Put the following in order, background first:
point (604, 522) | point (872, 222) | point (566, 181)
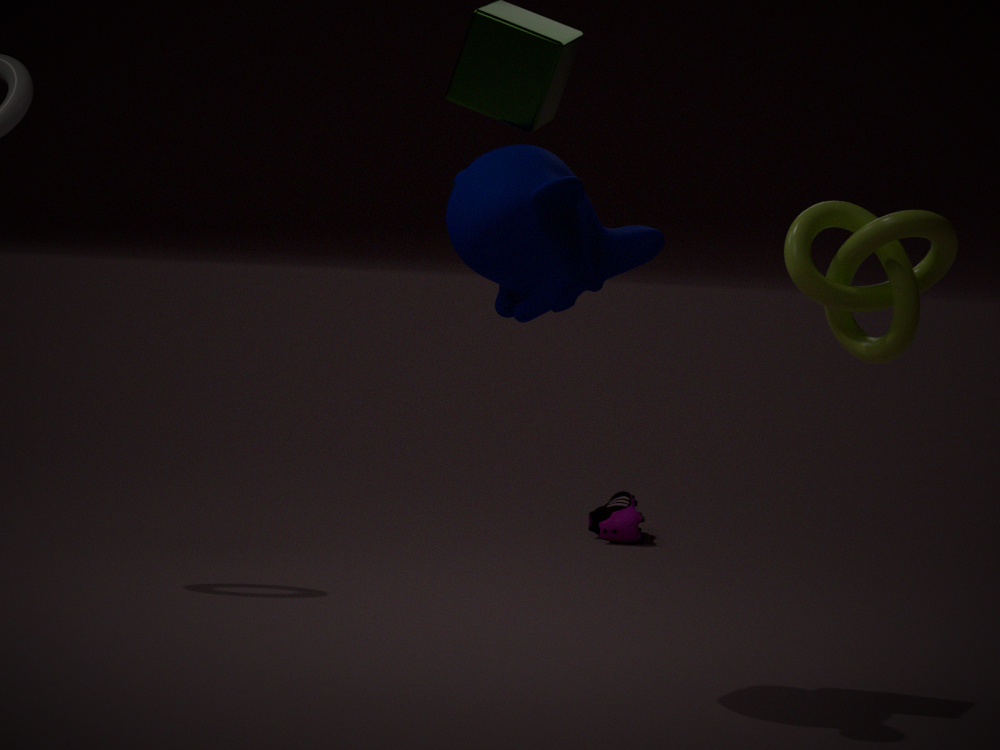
point (604, 522), point (566, 181), point (872, 222)
